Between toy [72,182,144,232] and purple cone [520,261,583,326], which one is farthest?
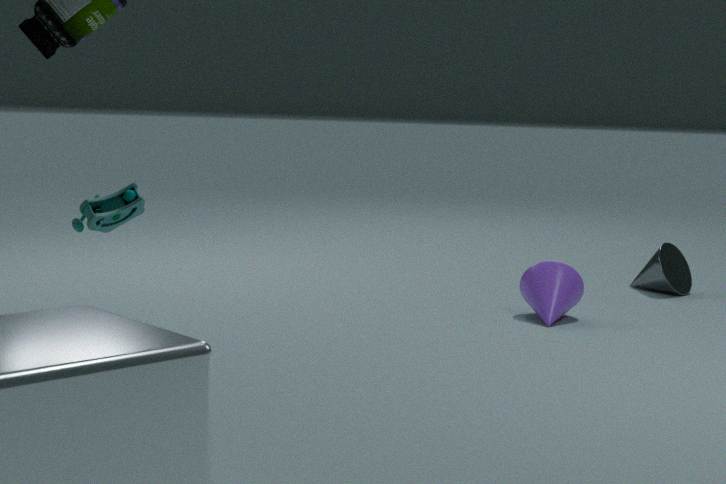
purple cone [520,261,583,326]
